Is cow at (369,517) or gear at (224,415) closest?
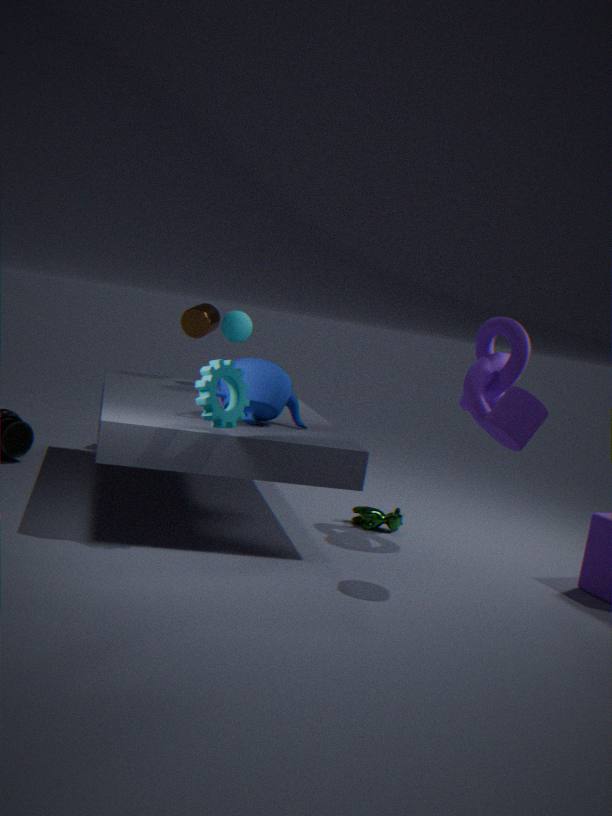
gear at (224,415)
